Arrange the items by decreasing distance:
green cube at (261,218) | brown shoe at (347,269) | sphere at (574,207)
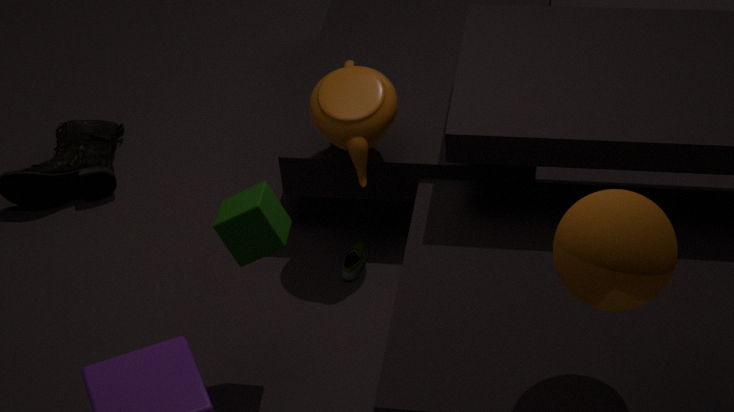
1. brown shoe at (347,269)
2. green cube at (261,218)
3. sphere at (574,207)
